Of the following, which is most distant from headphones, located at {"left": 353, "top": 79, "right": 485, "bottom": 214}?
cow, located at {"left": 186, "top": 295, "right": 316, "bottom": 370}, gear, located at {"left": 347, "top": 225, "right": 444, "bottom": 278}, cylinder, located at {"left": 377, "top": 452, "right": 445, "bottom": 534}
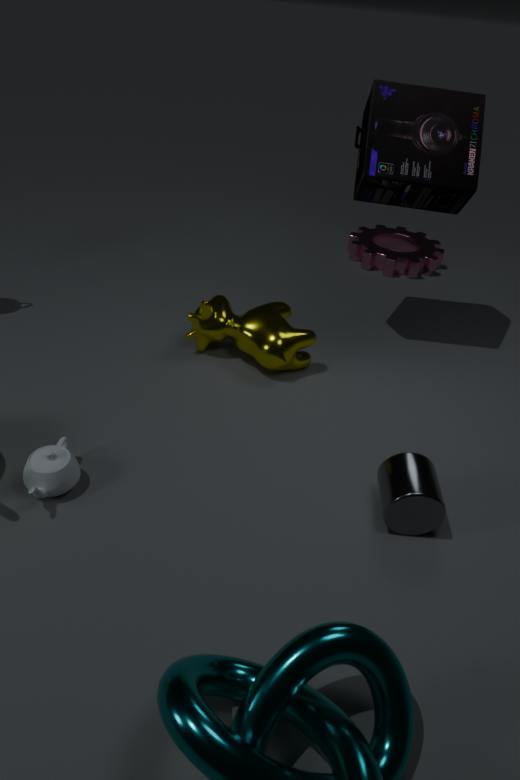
cylinder, located at {"left": 377, "top": 452, "right": 445, "bottom": 534}
